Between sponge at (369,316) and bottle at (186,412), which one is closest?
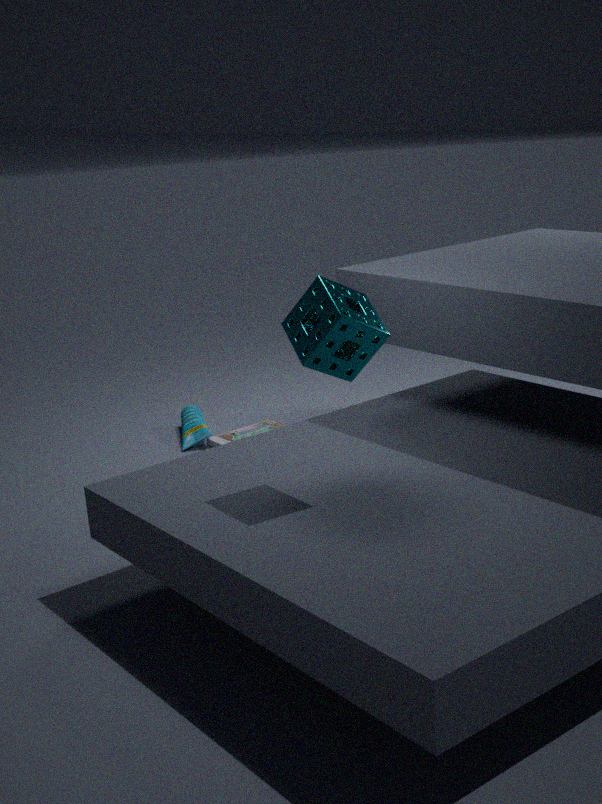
sponge at (369,316)
